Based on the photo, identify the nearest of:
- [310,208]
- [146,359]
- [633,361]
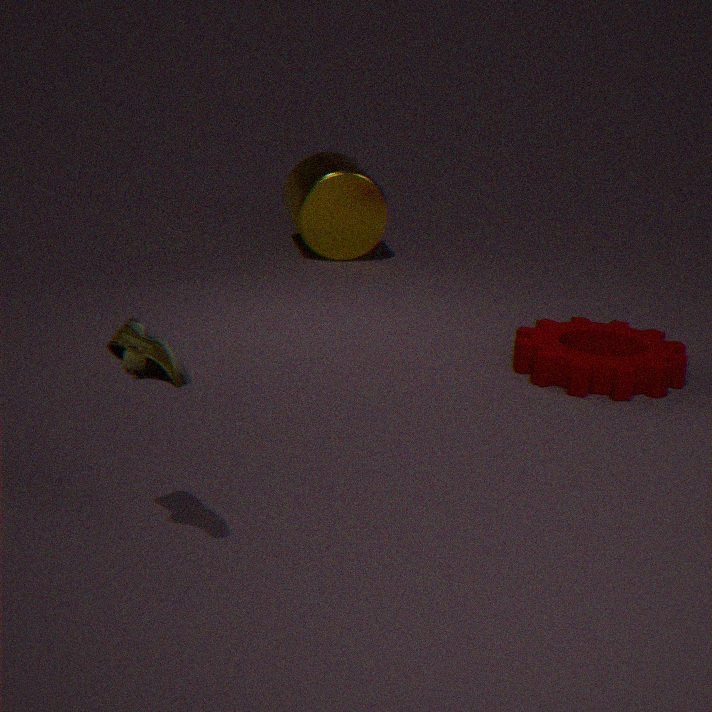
[146,359]
